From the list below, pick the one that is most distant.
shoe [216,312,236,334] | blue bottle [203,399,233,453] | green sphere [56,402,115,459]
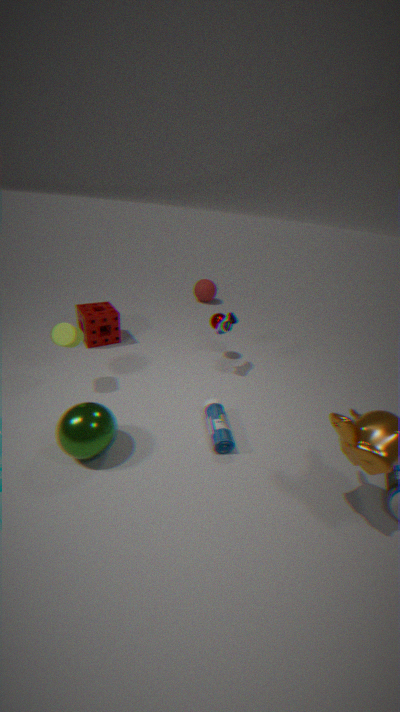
shoe [216,312,236,334]
